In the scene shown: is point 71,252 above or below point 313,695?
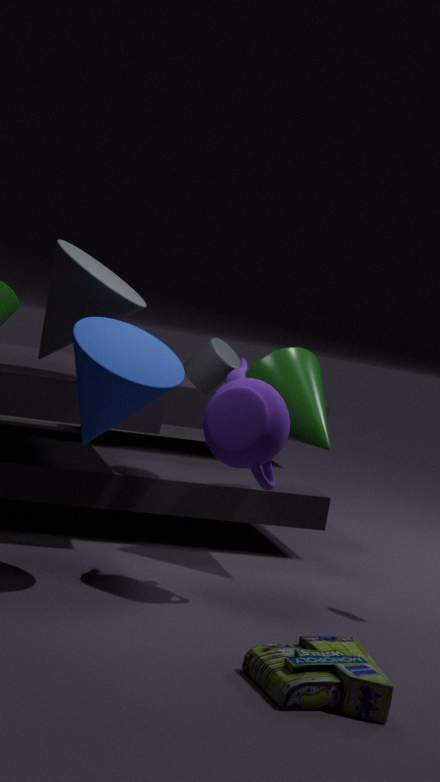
above
